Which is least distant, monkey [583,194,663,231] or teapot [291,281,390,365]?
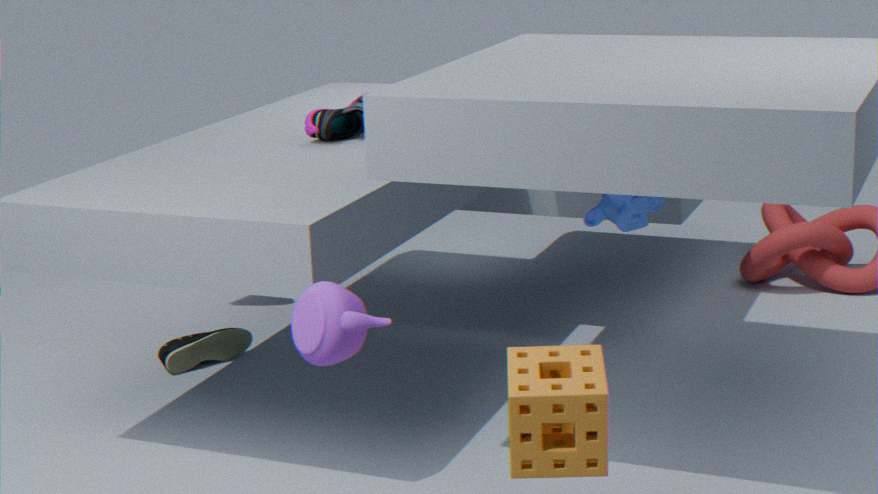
teapot [291,281,390,365]
